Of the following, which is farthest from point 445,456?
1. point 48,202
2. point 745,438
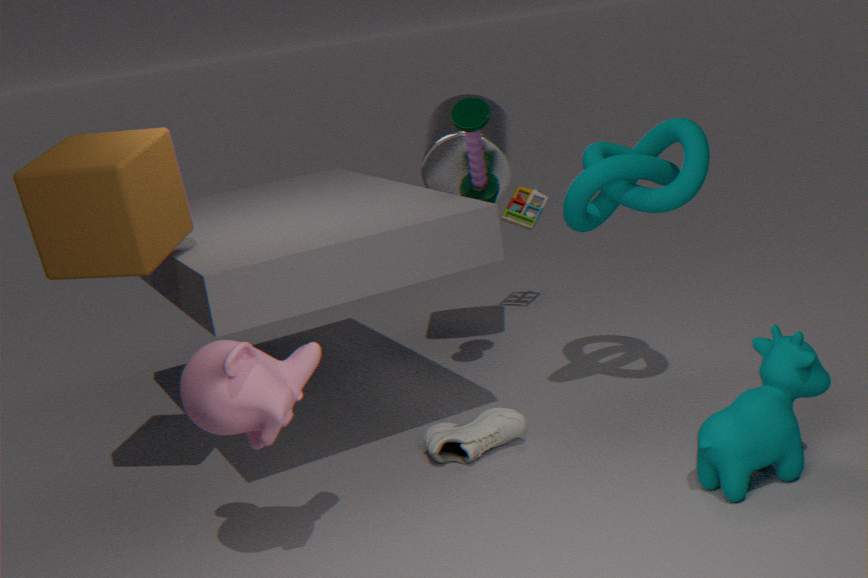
point 48,202
